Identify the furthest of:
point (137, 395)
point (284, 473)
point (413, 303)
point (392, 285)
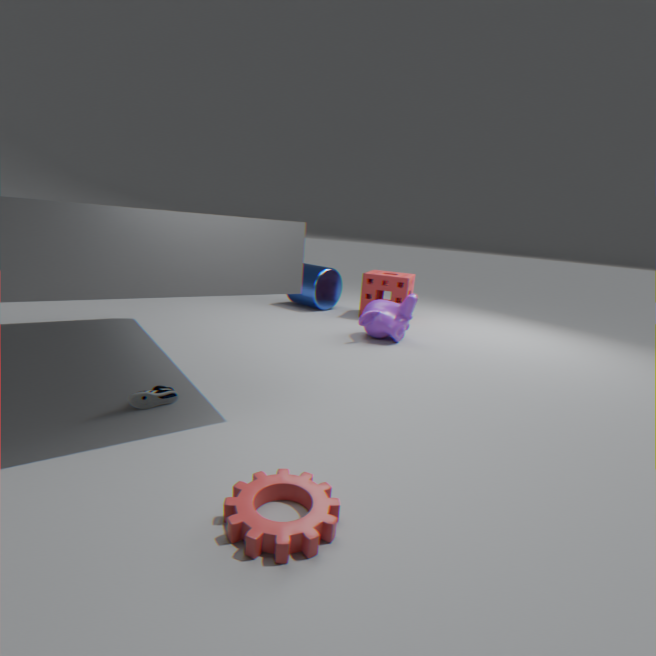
point (392, 285)
